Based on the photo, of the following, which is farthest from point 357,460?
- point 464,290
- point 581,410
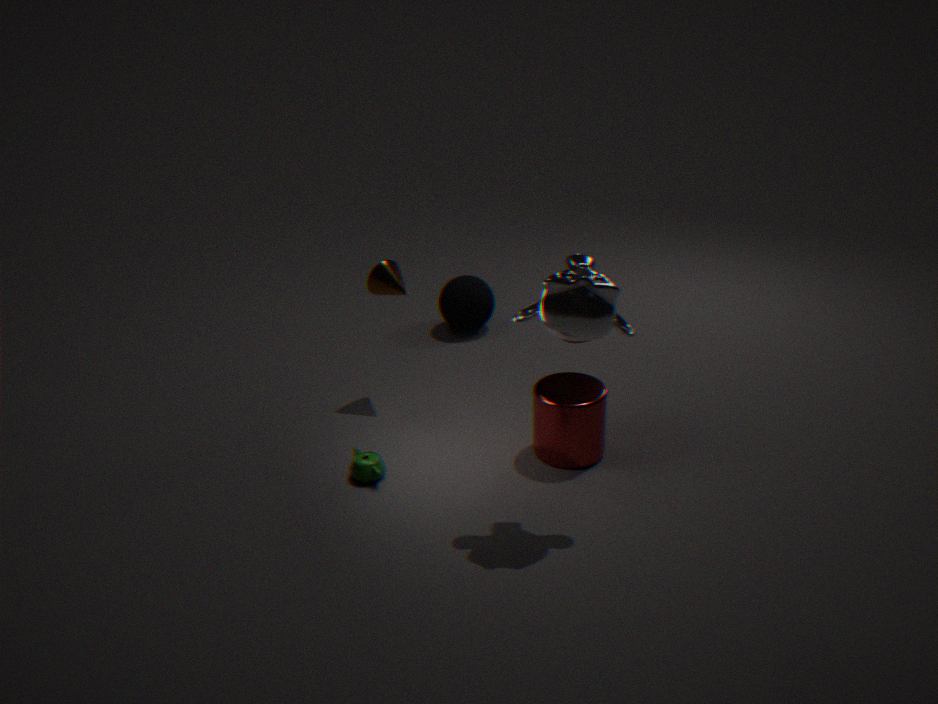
point 464,290
